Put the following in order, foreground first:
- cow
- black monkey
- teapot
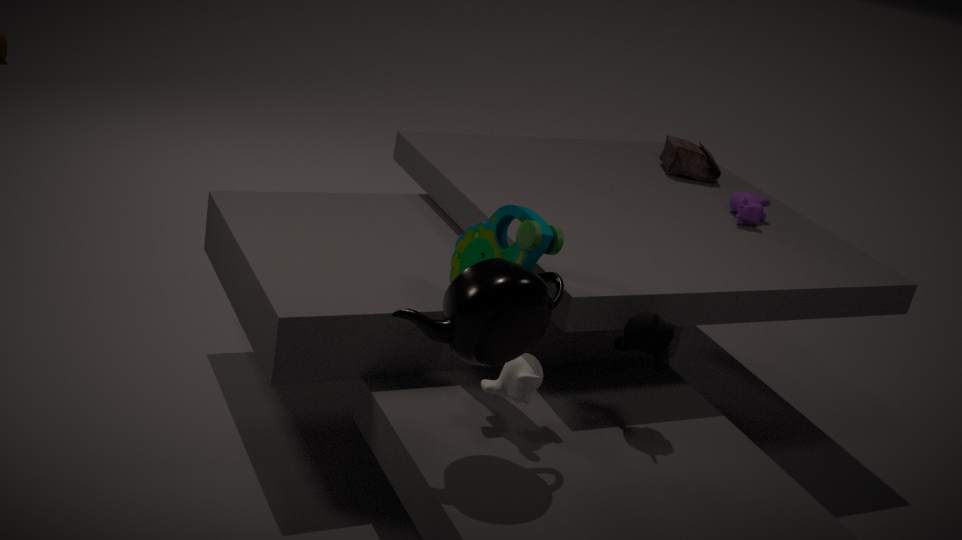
1. teapot
2. black monkey
3. cow
